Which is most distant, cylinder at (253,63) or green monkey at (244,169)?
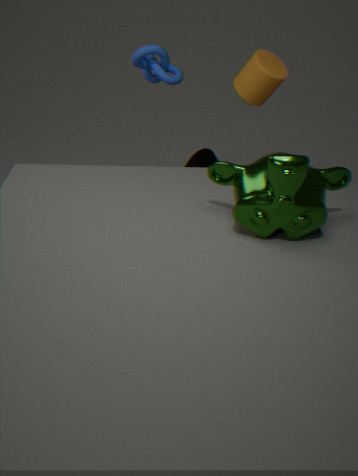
cylinder at (253,63)
